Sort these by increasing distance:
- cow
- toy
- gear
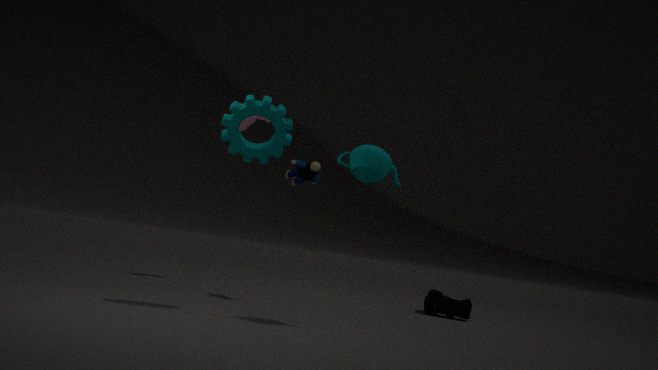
gear
toy
cow
